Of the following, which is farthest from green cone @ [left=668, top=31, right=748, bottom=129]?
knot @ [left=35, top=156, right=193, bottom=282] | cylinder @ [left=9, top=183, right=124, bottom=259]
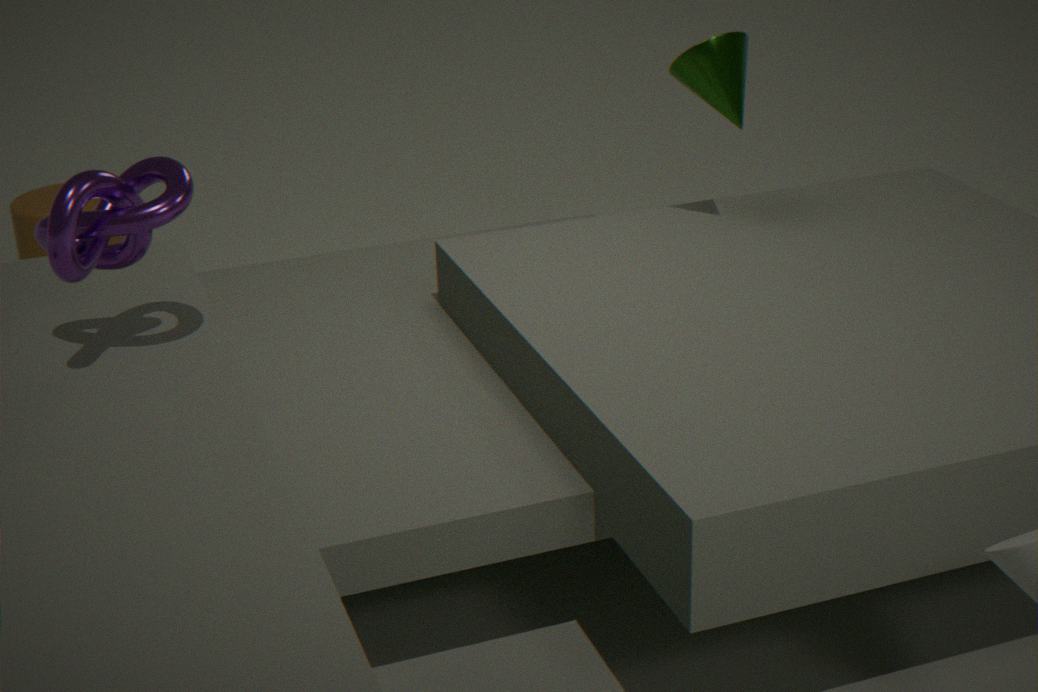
cylinder @ [left=9, top=183, right=124, bottom=259]
